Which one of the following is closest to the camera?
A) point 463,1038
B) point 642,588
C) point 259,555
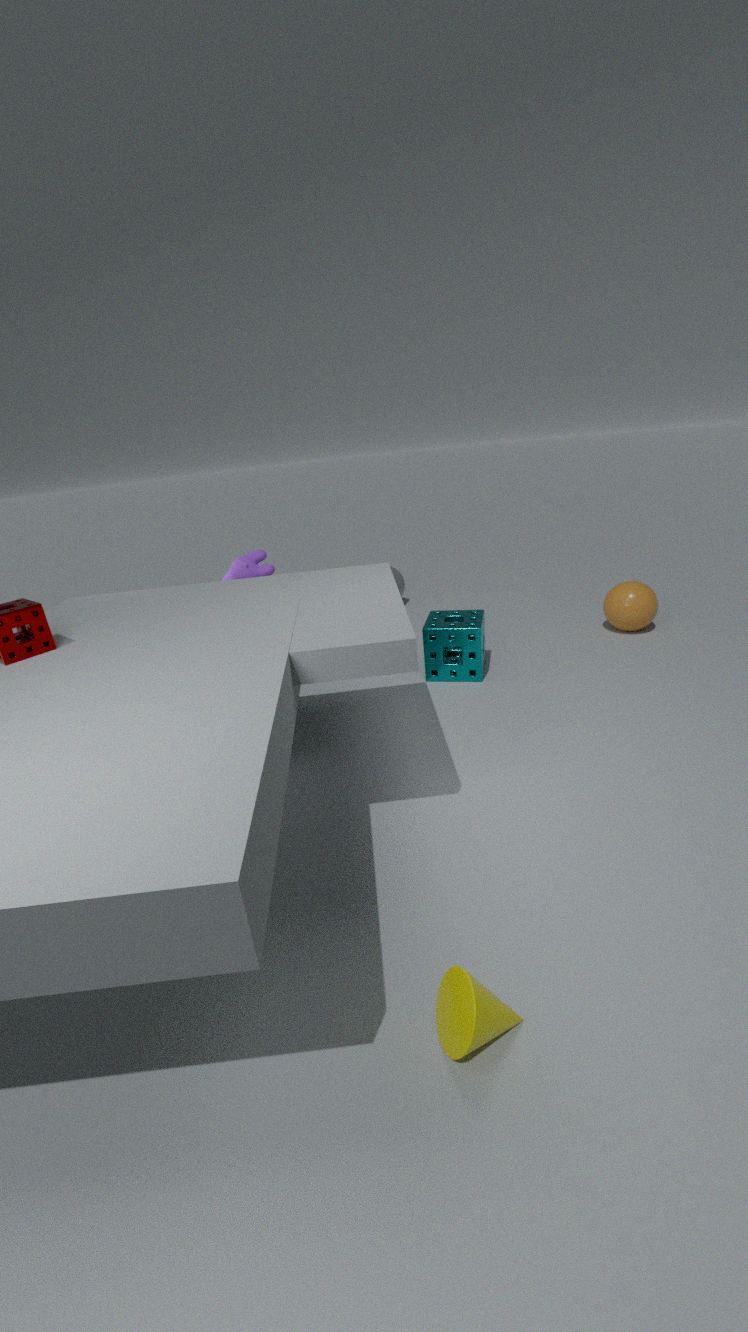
point 463,1038
